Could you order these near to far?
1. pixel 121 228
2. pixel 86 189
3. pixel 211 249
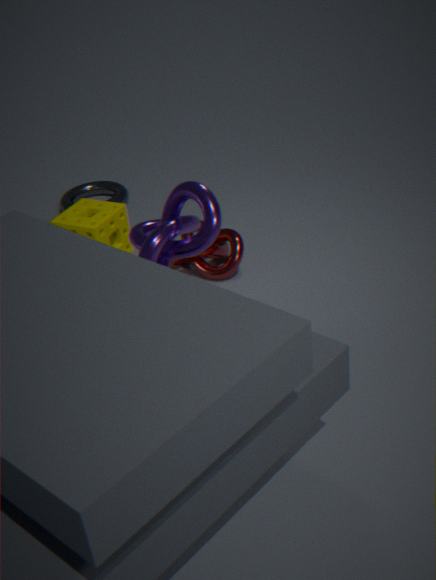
pixel 211 249 < pixel 121 228 < pixel 86 189
